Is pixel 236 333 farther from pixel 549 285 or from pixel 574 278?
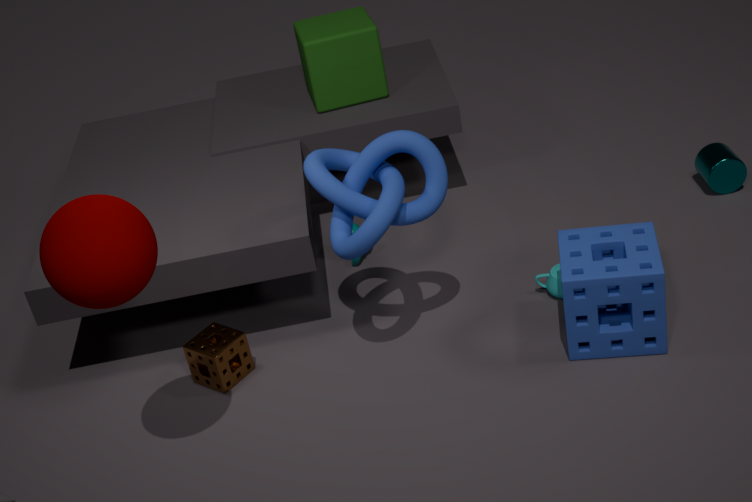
pixel 574 278
